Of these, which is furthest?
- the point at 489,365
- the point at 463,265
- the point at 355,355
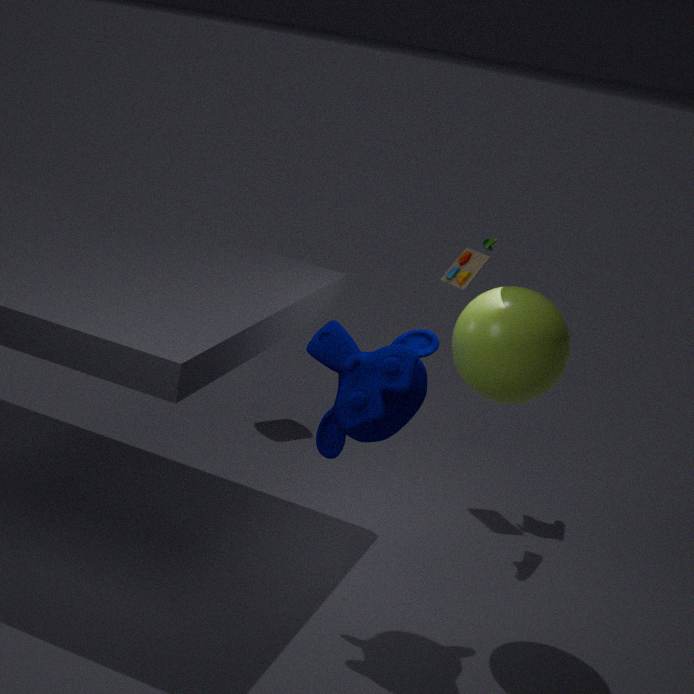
the point at 463,265
